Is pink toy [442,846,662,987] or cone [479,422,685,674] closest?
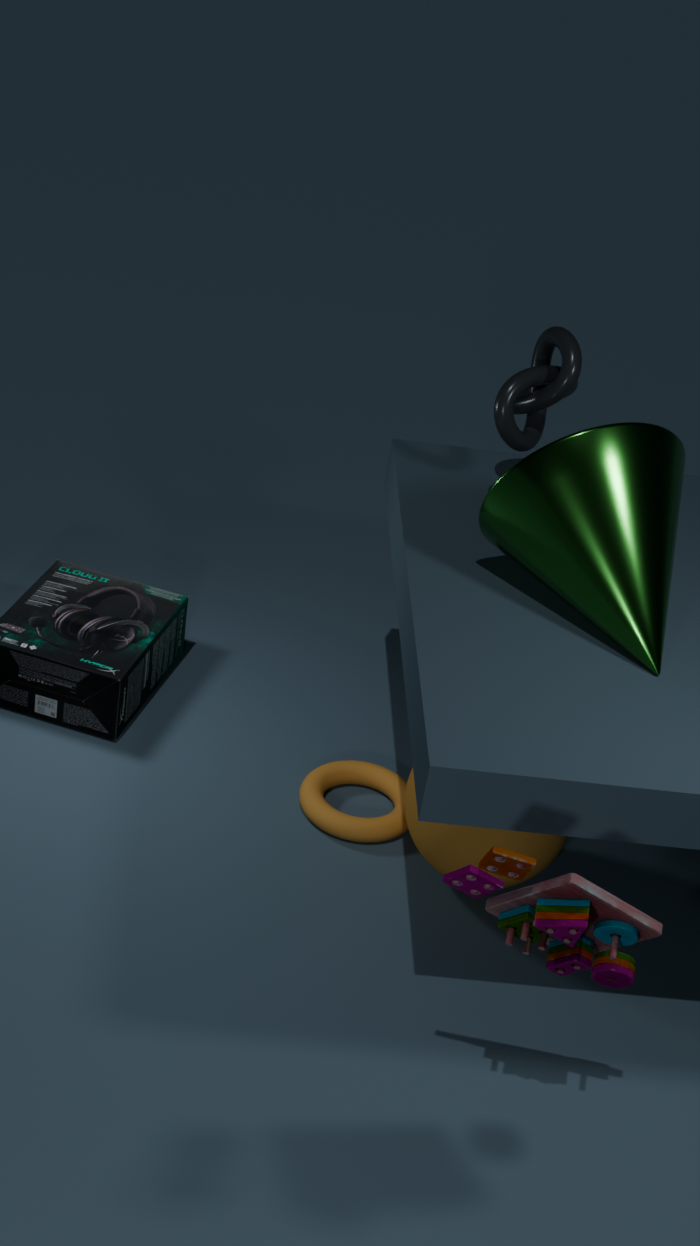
pink toy [442,846,662,987]
